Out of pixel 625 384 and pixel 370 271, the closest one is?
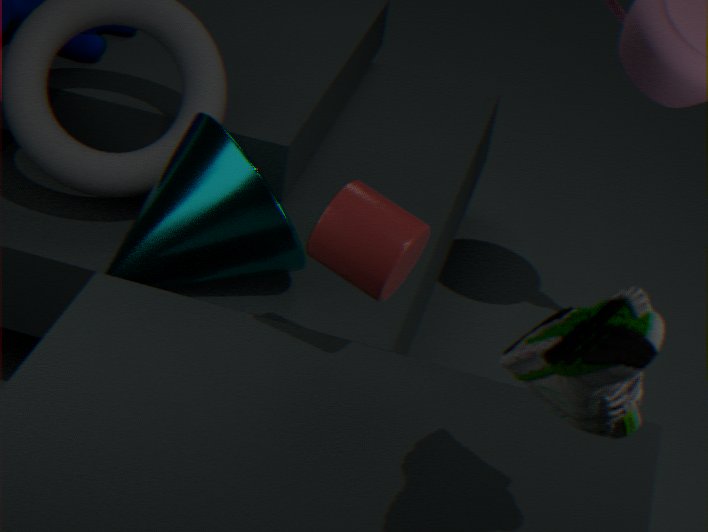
pixel 625 384
